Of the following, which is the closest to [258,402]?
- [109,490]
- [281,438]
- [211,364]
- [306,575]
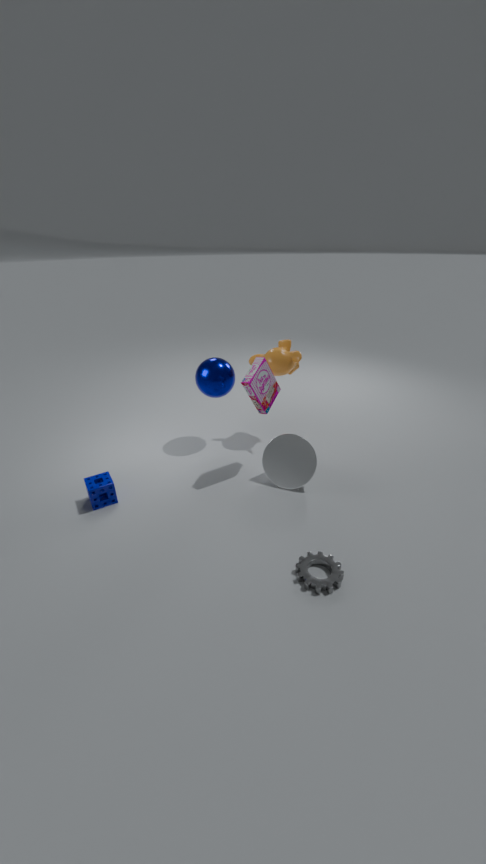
[211,364]
